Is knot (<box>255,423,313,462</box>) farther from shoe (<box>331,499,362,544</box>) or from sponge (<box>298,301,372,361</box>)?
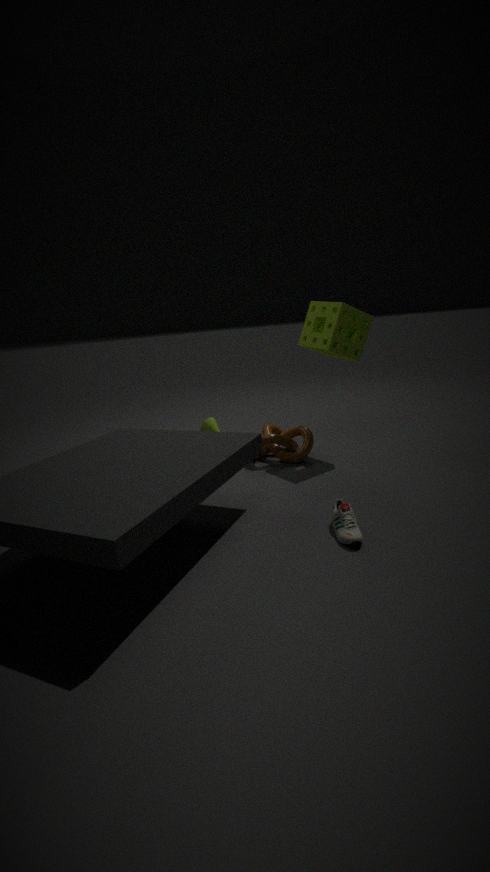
shoe (<box>331,499,362,544</box>)
